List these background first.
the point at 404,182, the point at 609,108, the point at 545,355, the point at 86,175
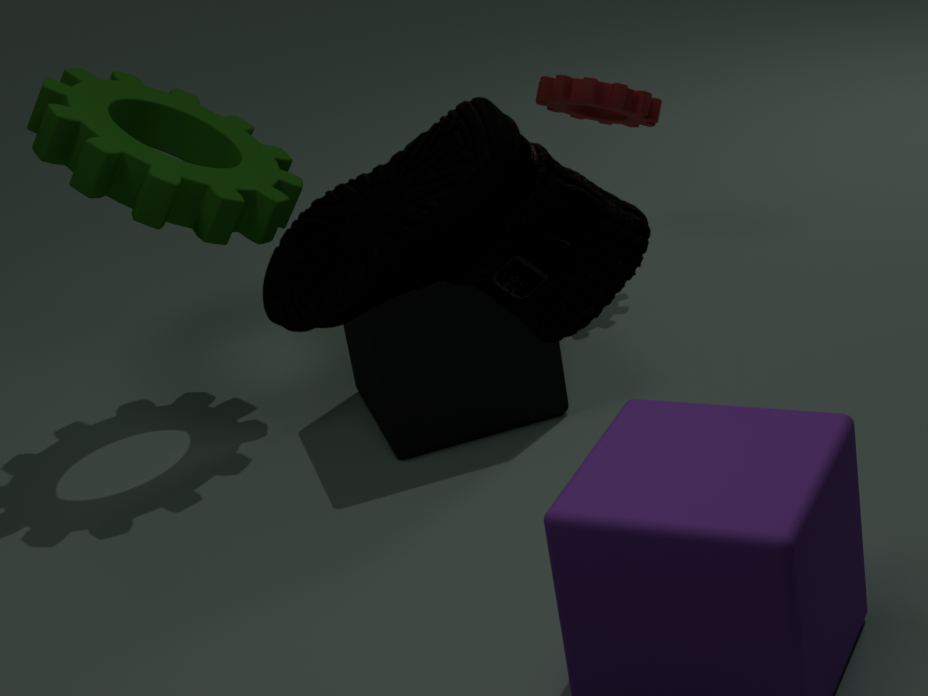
1. the point at 609,108
2. the point at 545,355
3. the point at 86,175
4. the point at 404,182
